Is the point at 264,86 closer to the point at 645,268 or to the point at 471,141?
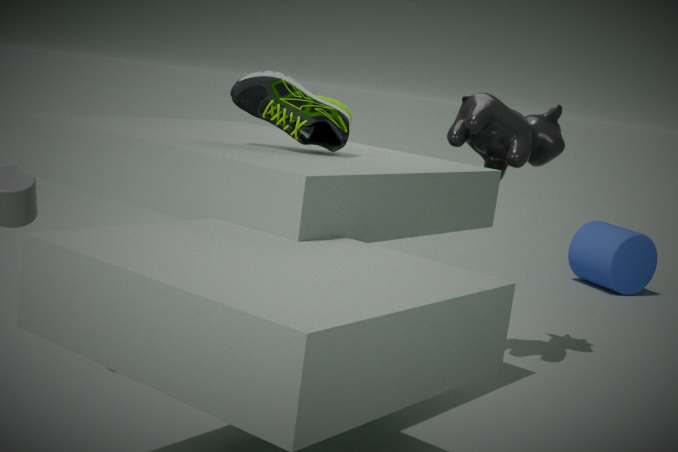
Answer: the point at 471,141
